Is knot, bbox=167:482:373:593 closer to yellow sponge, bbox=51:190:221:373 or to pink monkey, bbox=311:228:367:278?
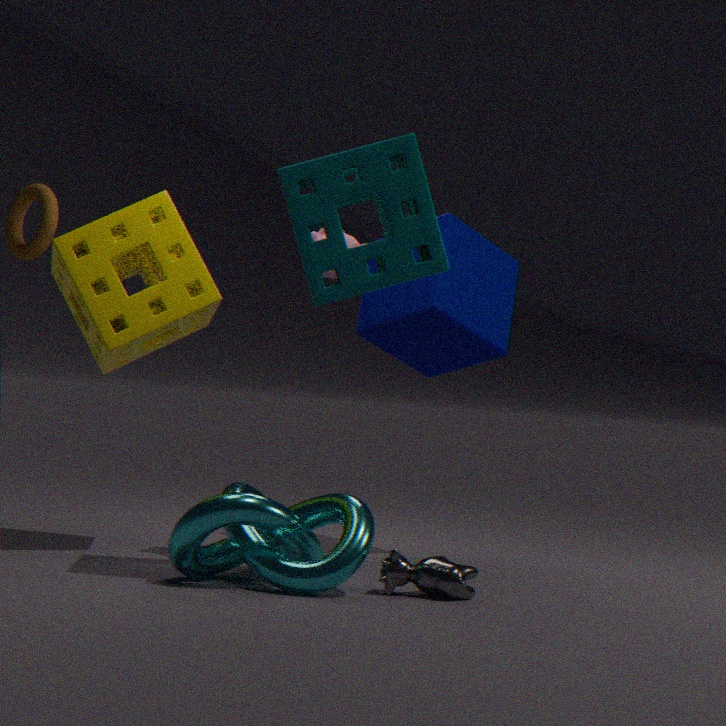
yellow sponge, bbox=51:190:221:373
